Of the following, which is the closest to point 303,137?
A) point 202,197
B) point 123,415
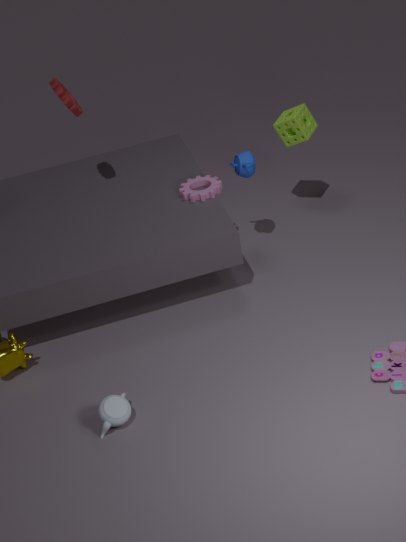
point 202,197
